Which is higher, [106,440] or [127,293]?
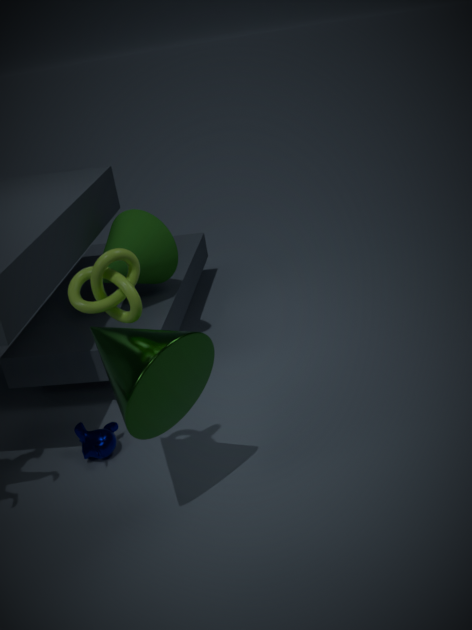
[127,293]
